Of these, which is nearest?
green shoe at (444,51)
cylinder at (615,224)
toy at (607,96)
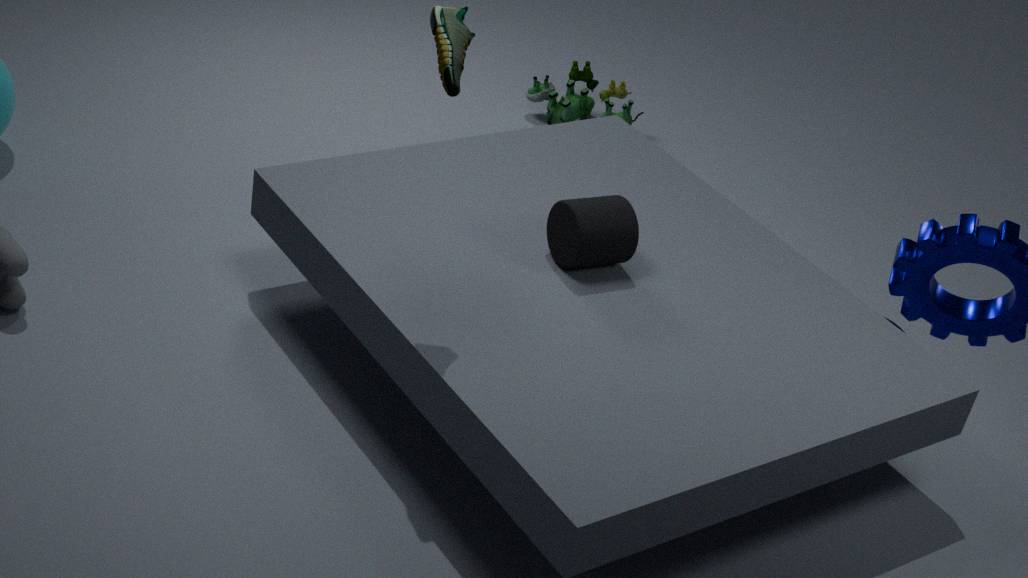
green shoe at (444,51)
